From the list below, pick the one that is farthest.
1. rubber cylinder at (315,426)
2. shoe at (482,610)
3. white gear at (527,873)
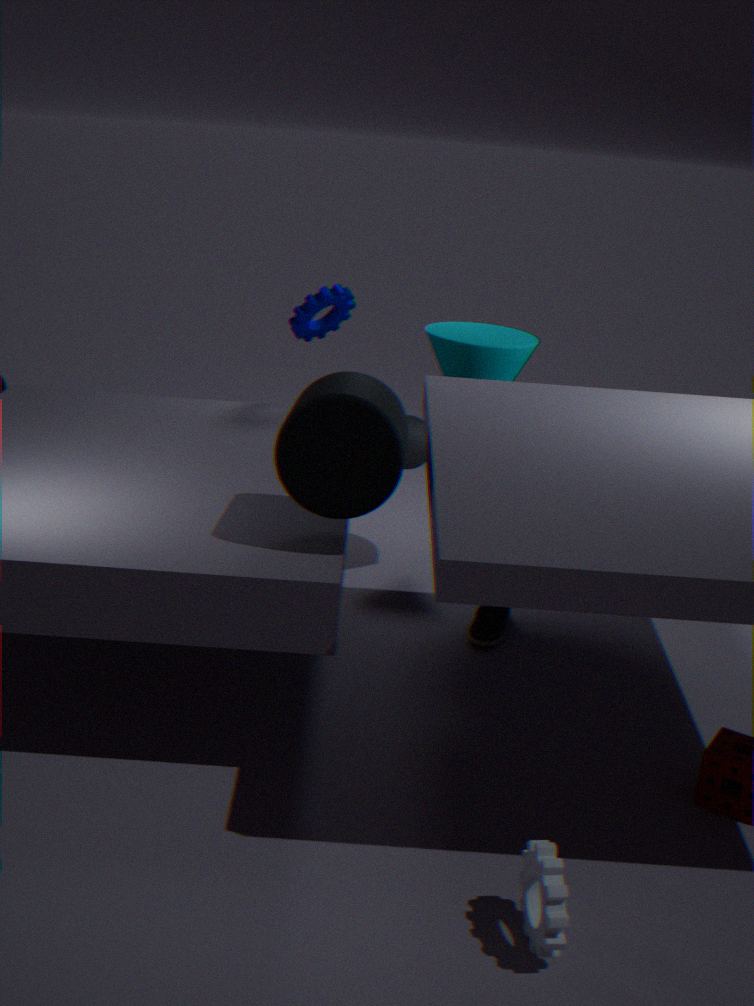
shoe at (482,610)
